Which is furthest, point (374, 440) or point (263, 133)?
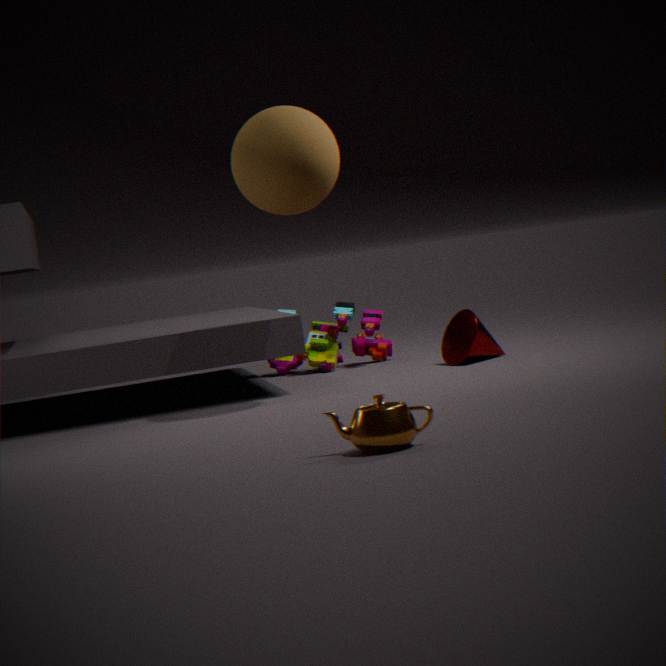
point (263, 133)
